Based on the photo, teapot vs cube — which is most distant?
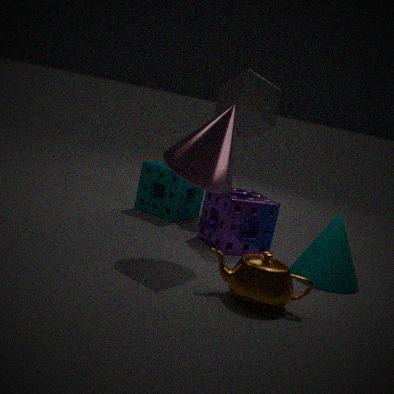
cube
